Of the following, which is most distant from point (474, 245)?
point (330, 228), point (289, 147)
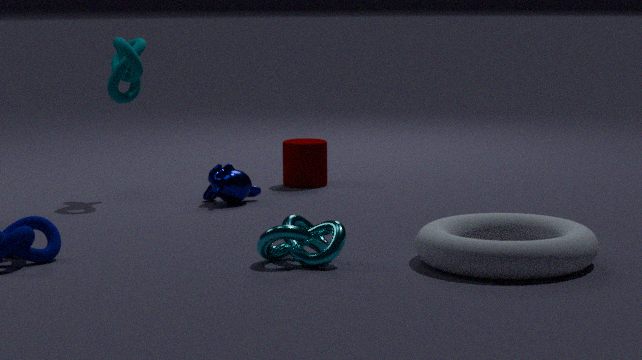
point (289, 147)
